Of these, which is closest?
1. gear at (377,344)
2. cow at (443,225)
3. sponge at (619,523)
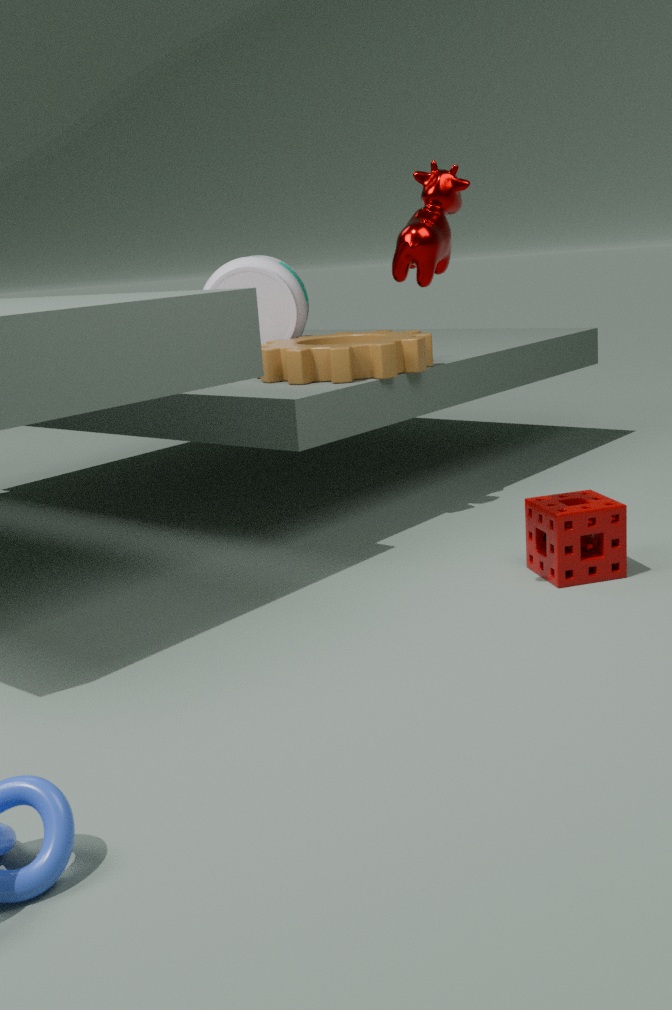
cow at (443,225)
